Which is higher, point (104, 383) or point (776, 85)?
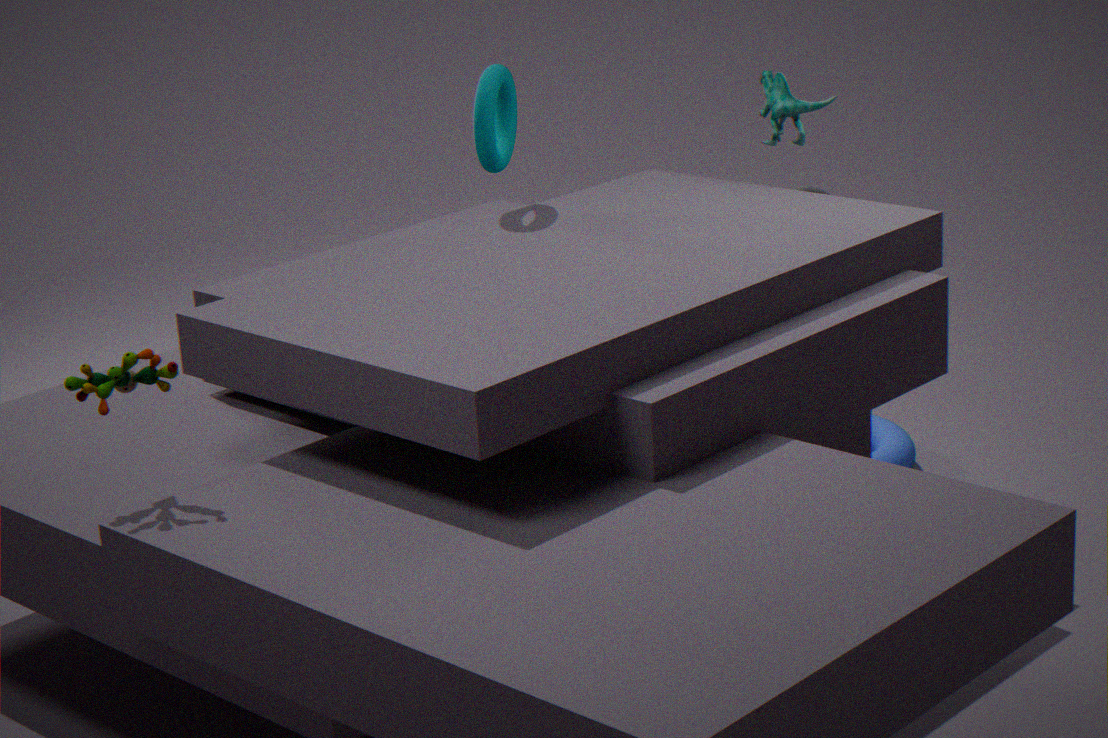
Answer: point (776, 85)
